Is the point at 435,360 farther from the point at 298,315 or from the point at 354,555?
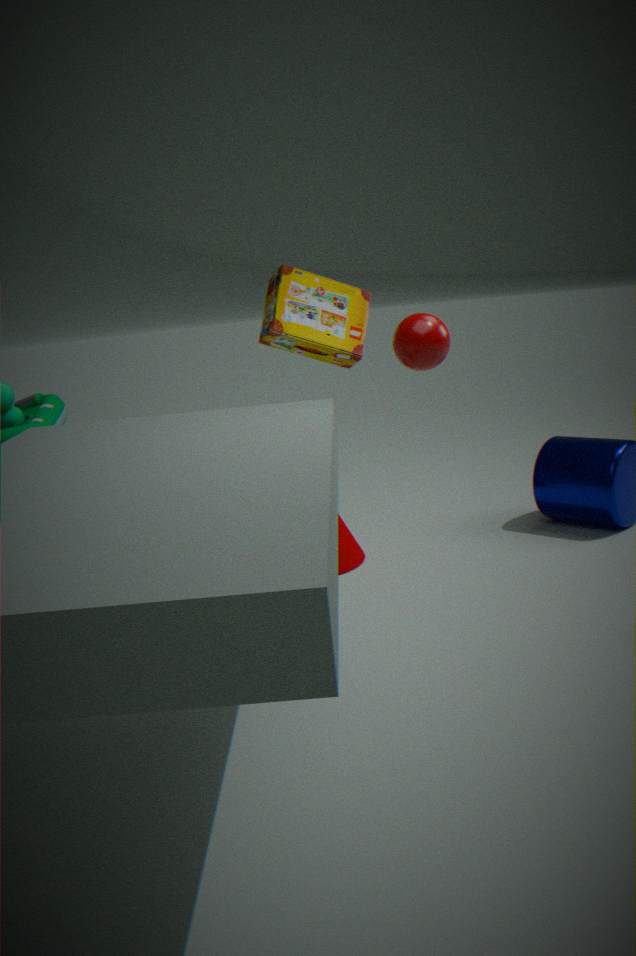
the point at 354,555
